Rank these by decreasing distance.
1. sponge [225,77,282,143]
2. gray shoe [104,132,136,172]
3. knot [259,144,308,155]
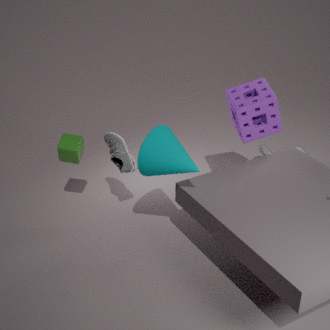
knot [259,144,308,155] < gray shoe [104,132,136,172] < sponge [225,77,282,143]
